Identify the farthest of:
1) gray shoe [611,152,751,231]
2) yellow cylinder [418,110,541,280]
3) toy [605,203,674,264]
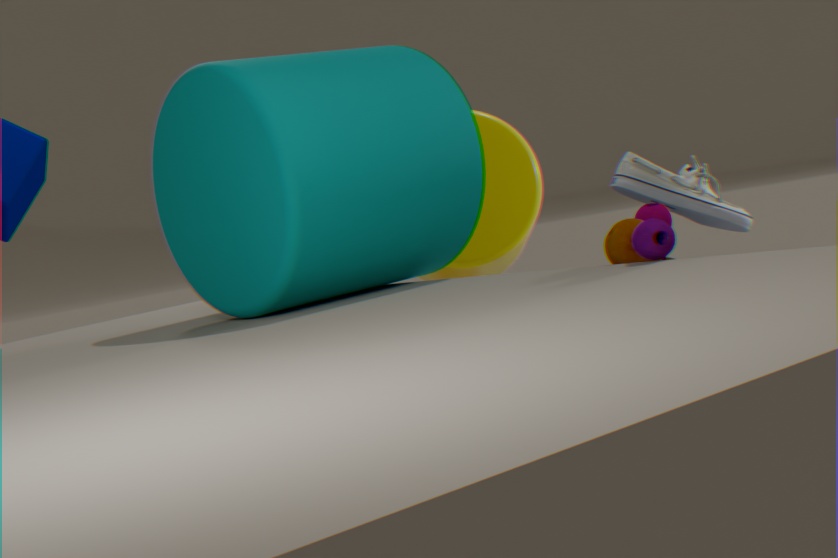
2. yellow cylinder [418,110,541,280]
